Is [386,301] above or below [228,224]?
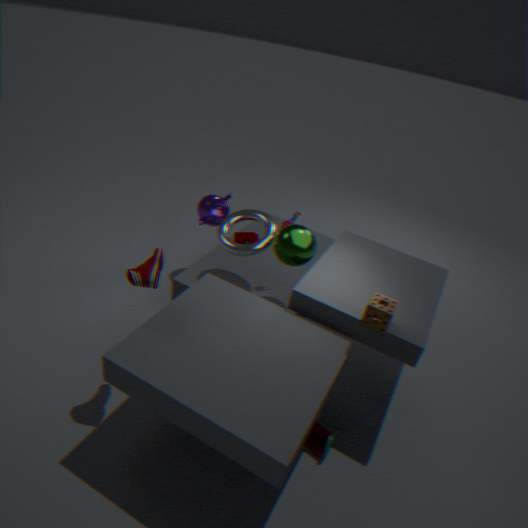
above
